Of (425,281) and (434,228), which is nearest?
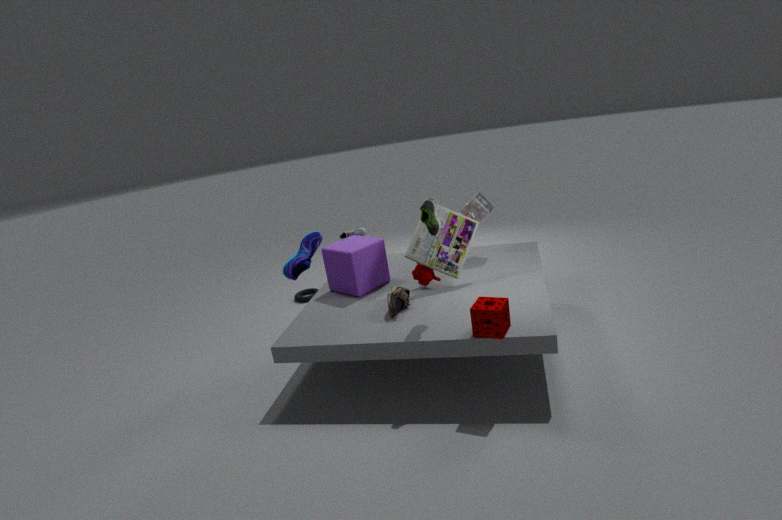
(434,228)
